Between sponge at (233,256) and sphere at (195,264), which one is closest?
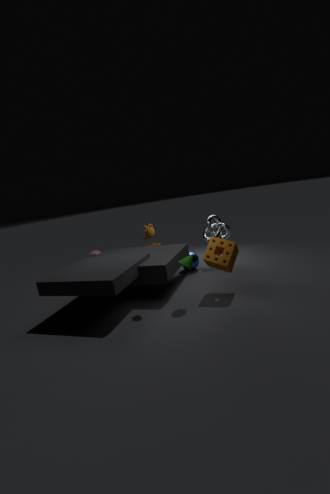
sponge at (233,256)
